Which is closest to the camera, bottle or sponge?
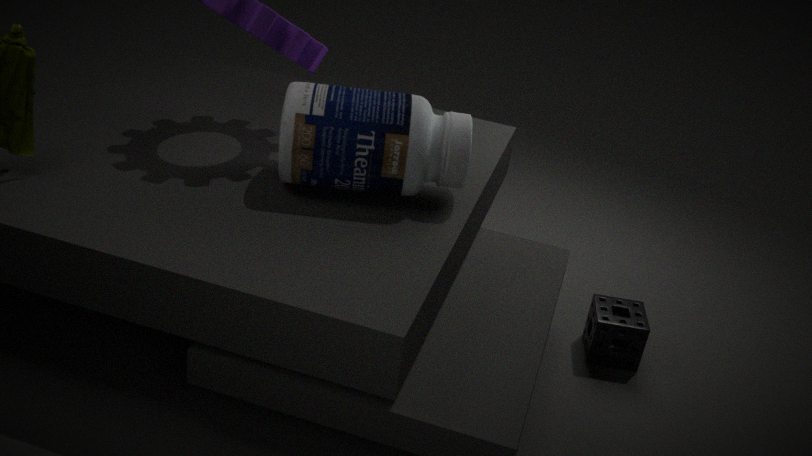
bottle
